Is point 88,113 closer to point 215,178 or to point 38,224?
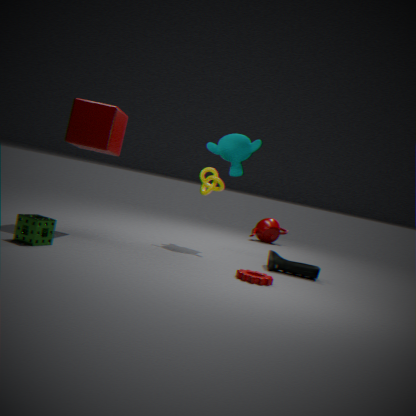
point 38,224
